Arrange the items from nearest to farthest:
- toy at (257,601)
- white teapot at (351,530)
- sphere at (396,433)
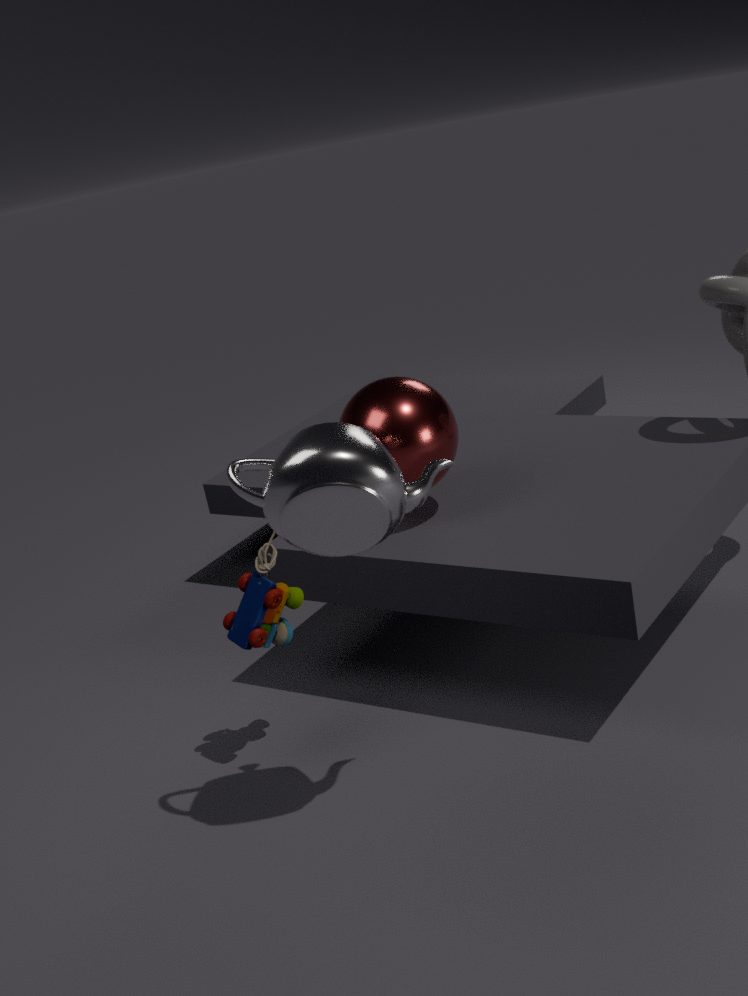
white teapot at (351,530), toy at (257,601), sphere at (396,433)
